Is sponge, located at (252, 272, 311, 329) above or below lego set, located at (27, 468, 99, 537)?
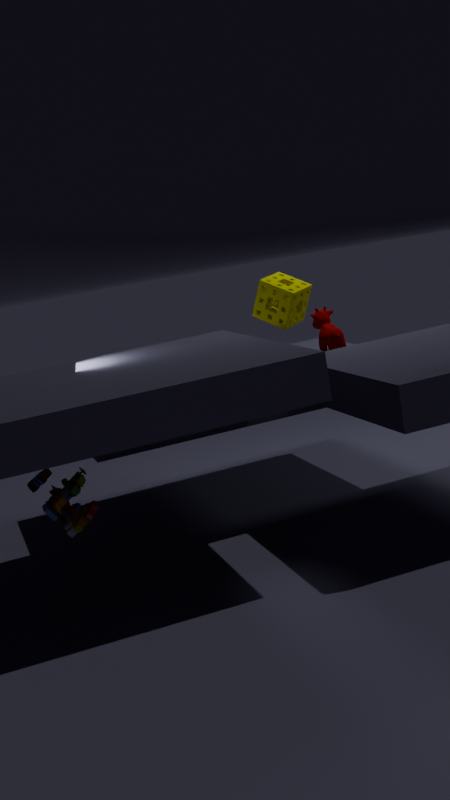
above
